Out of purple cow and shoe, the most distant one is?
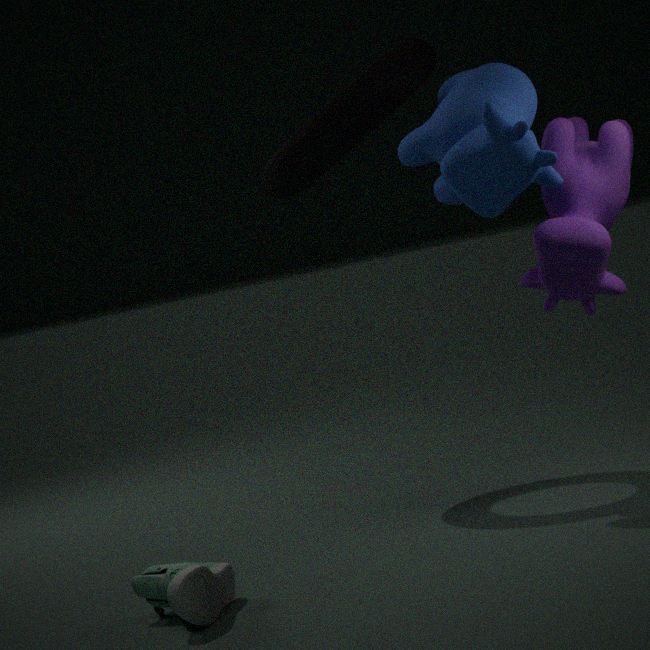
purple cow
